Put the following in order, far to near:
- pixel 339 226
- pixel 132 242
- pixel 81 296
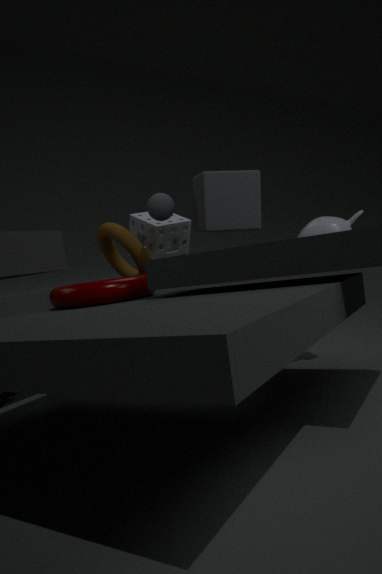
pixel 132 242 → pixel 339 226 → pixel 81 296
